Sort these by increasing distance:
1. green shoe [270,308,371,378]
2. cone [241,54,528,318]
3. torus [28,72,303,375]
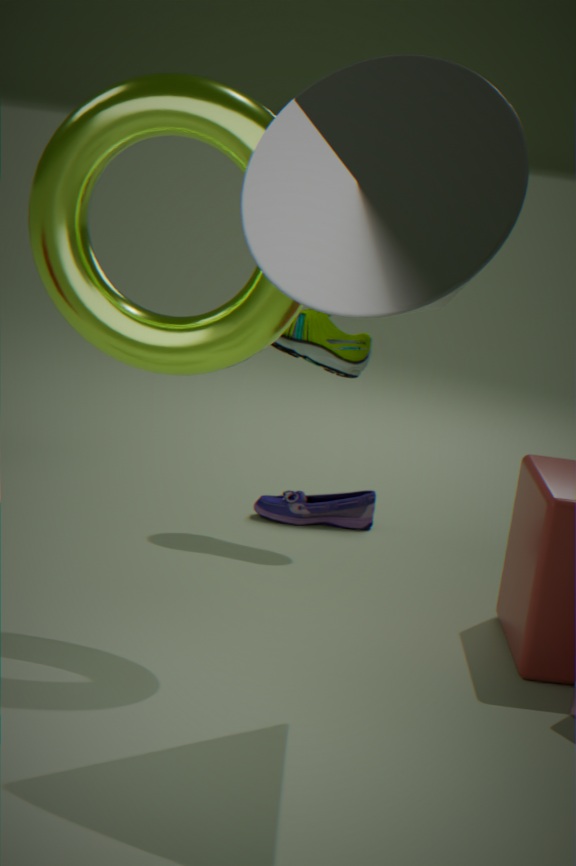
cone [241,54,528,318], torus [28,72,303,375], green shoe [270,308,371,378]
